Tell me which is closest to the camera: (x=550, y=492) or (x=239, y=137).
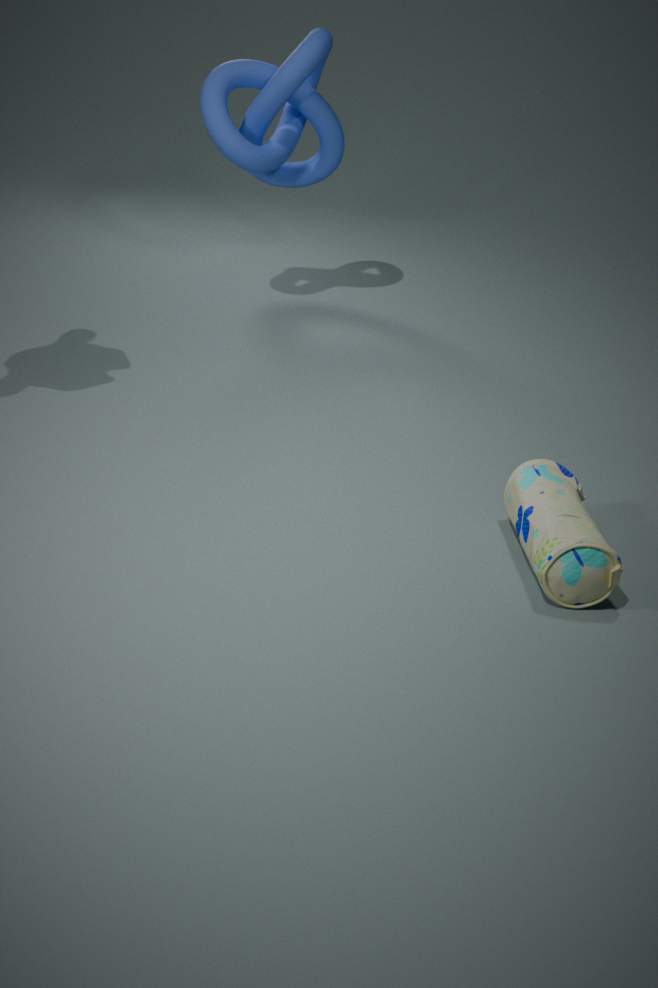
(x=550, y=492)
